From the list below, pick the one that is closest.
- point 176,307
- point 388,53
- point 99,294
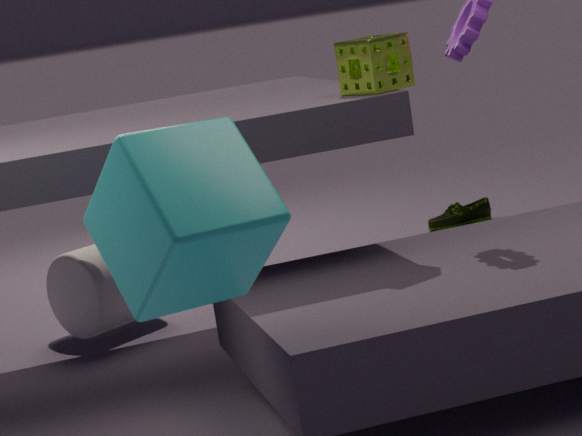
point 176,307
